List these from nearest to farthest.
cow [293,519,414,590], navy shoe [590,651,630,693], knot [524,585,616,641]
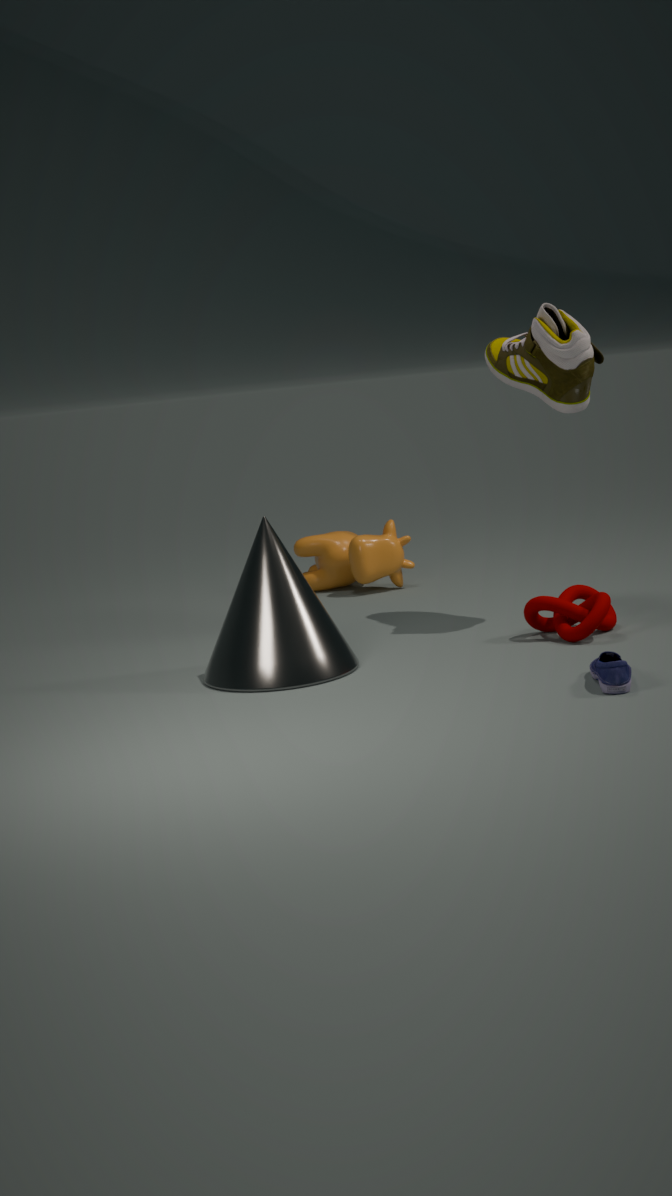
navy shoe [590,651,630,693]
knot [524,585,616,641]
cow [293,519,414,590]
